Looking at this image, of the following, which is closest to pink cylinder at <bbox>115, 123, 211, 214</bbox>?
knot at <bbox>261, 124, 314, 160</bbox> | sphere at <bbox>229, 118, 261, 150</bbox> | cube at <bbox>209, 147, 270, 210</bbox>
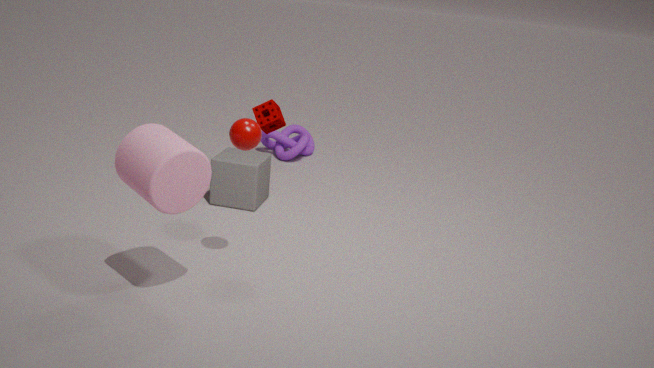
sphere at <bbox>229, 118, 261, 150</bbox>
